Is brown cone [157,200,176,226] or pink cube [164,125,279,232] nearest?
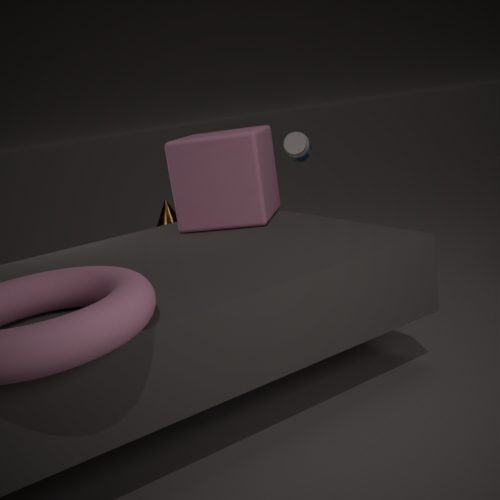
pink cube [164,125,279,232]
